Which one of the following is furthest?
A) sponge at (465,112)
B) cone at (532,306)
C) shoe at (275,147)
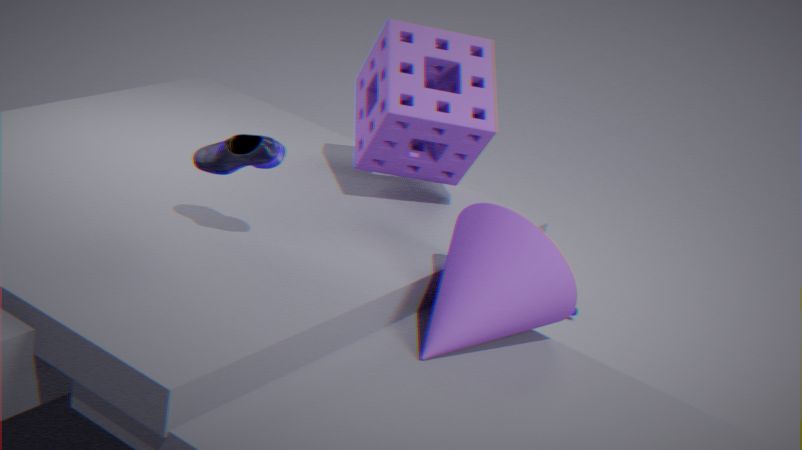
sponge at (465,112)
